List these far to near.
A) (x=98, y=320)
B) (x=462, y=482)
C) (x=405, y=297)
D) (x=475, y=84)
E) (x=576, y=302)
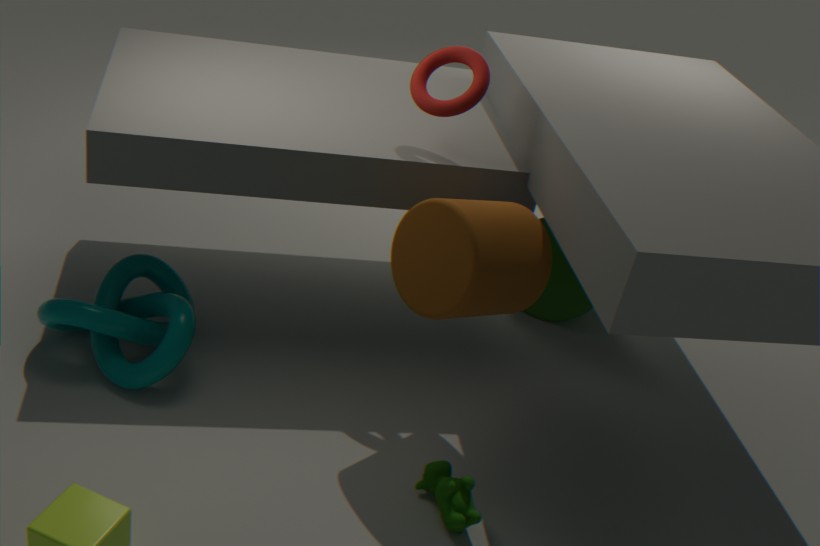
(x=576, y=302)
(x=475, y=84)
(x=98, y=320)
(x=405, y=297)
(x=462, y=482)
